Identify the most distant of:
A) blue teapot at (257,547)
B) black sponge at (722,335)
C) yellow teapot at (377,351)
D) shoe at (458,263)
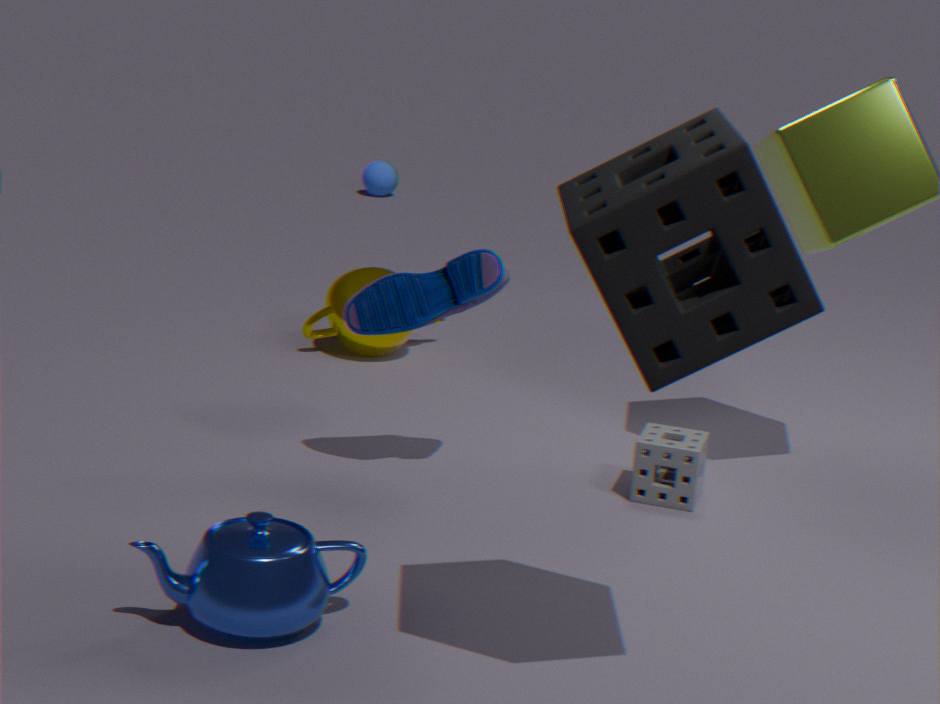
C. yellow teapot at (377,351)
